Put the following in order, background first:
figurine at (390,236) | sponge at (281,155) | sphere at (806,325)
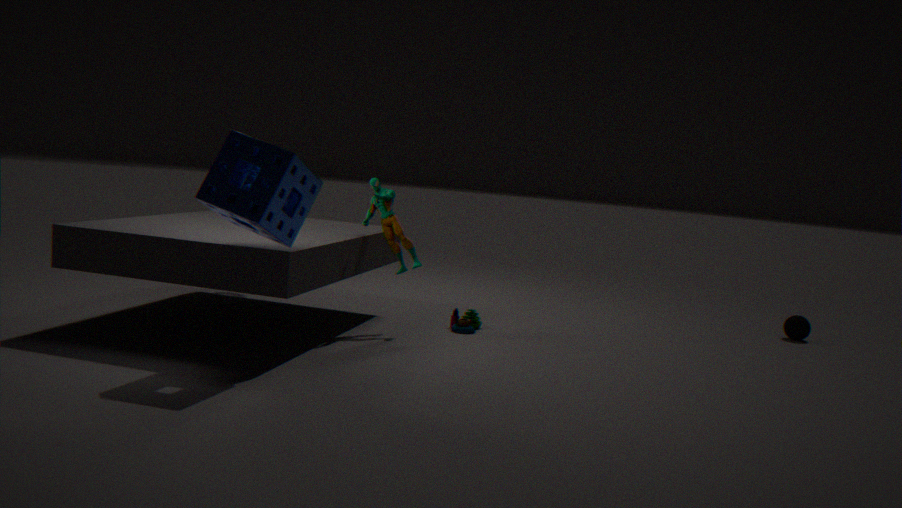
1. sphere at (806,325)
2. figurine at (390,236)
3. sponge at (281,155)
